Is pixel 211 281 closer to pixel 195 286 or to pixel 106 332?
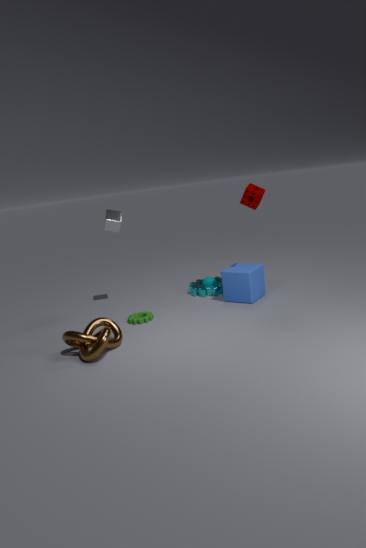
pixel 195 286
